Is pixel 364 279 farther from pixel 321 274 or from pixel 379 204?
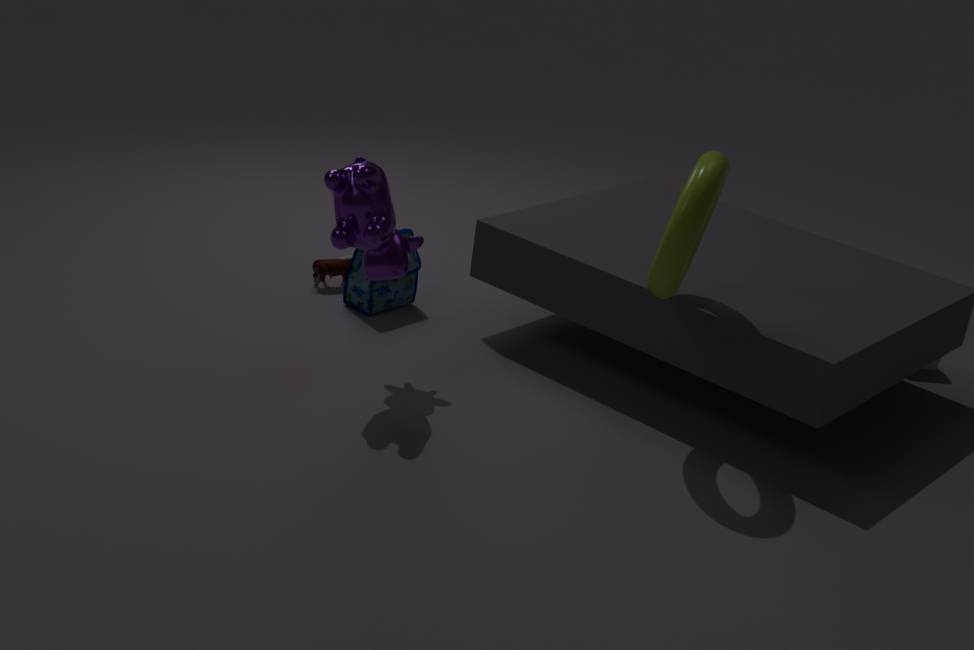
pixel 379 204
